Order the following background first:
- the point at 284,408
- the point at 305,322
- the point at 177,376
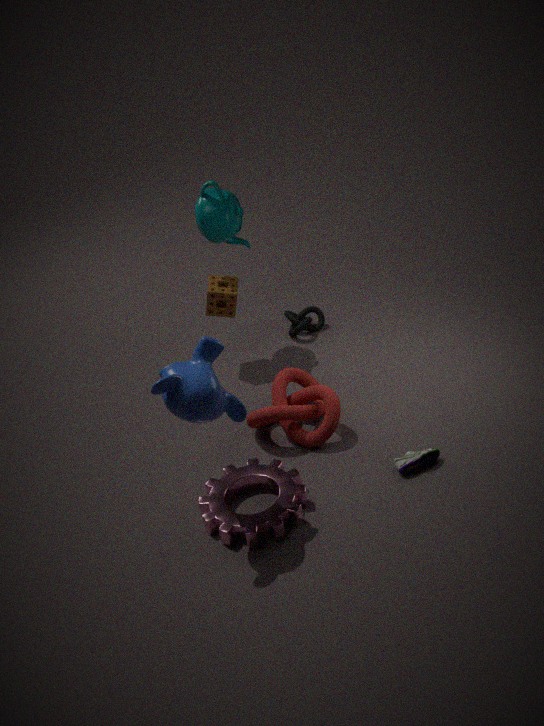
the point at 305,322
the point at 284,408
the point at 177,376
